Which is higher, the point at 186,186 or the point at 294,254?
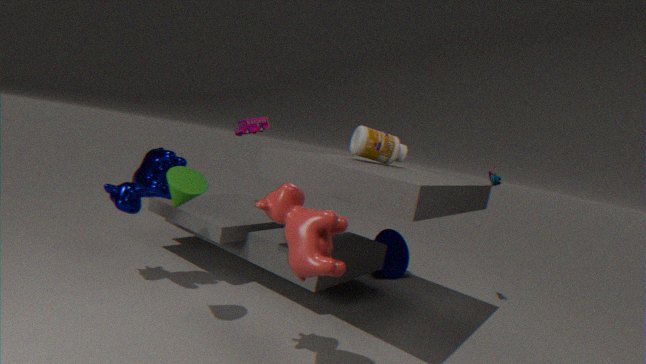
the point at 186,186
